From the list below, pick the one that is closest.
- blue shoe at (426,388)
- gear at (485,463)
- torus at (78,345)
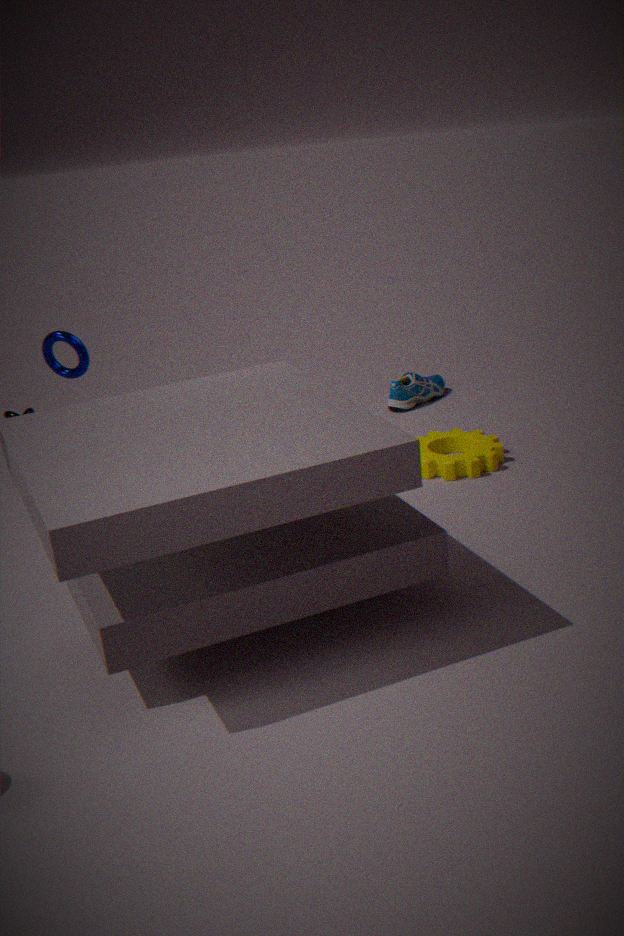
torus at (78,345)
